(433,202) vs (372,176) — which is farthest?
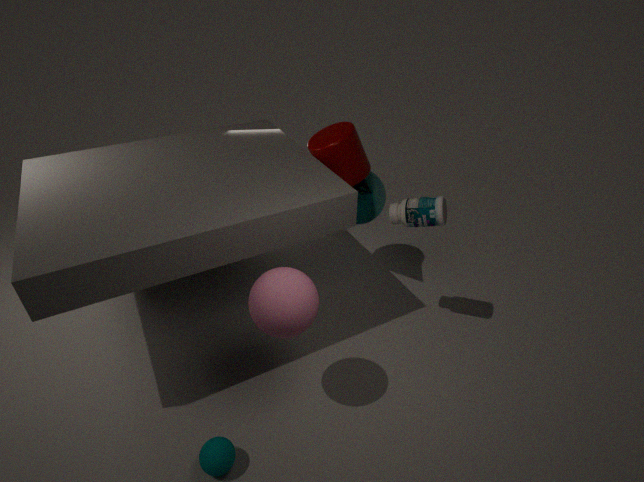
(372,176)
